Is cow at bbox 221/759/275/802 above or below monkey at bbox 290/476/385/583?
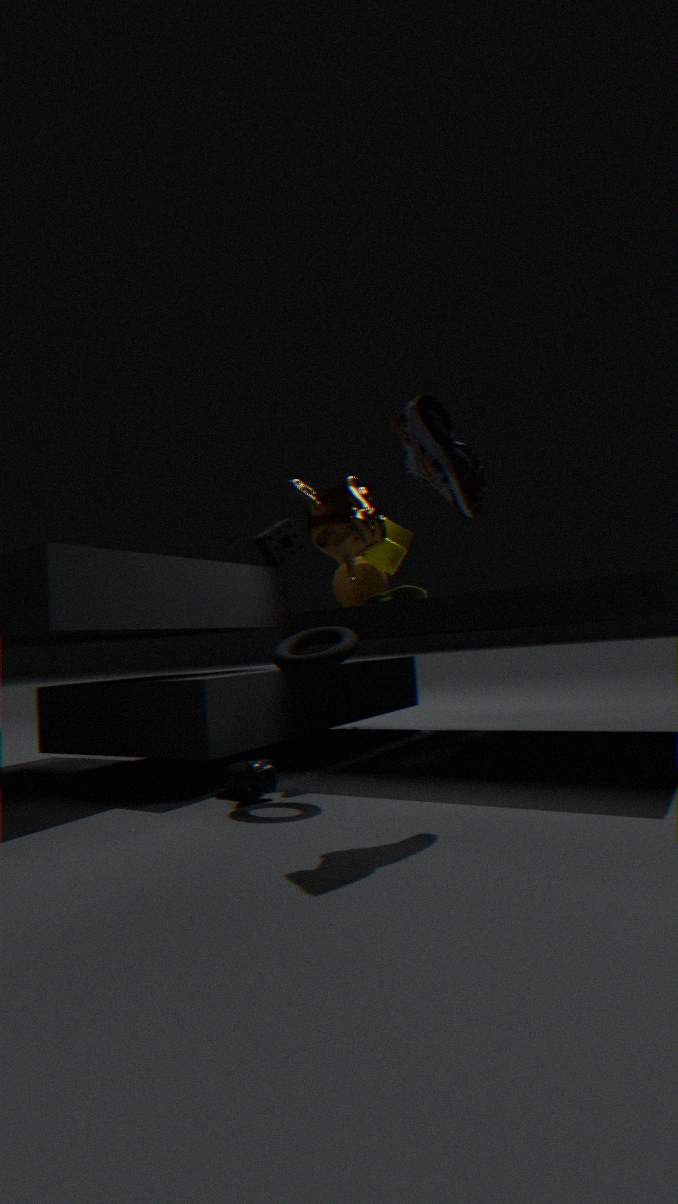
below
